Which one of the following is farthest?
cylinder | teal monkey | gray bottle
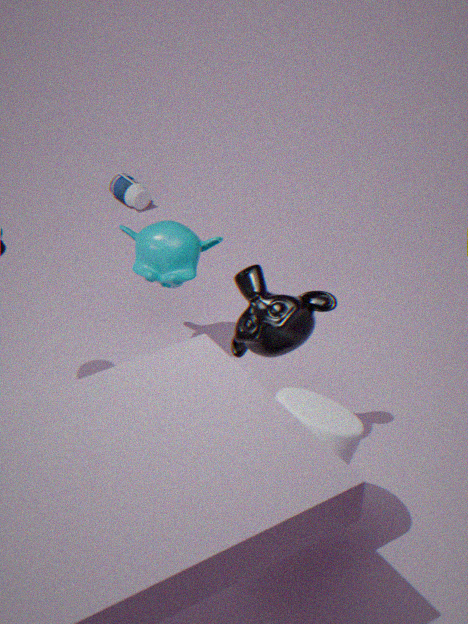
gray bottle
